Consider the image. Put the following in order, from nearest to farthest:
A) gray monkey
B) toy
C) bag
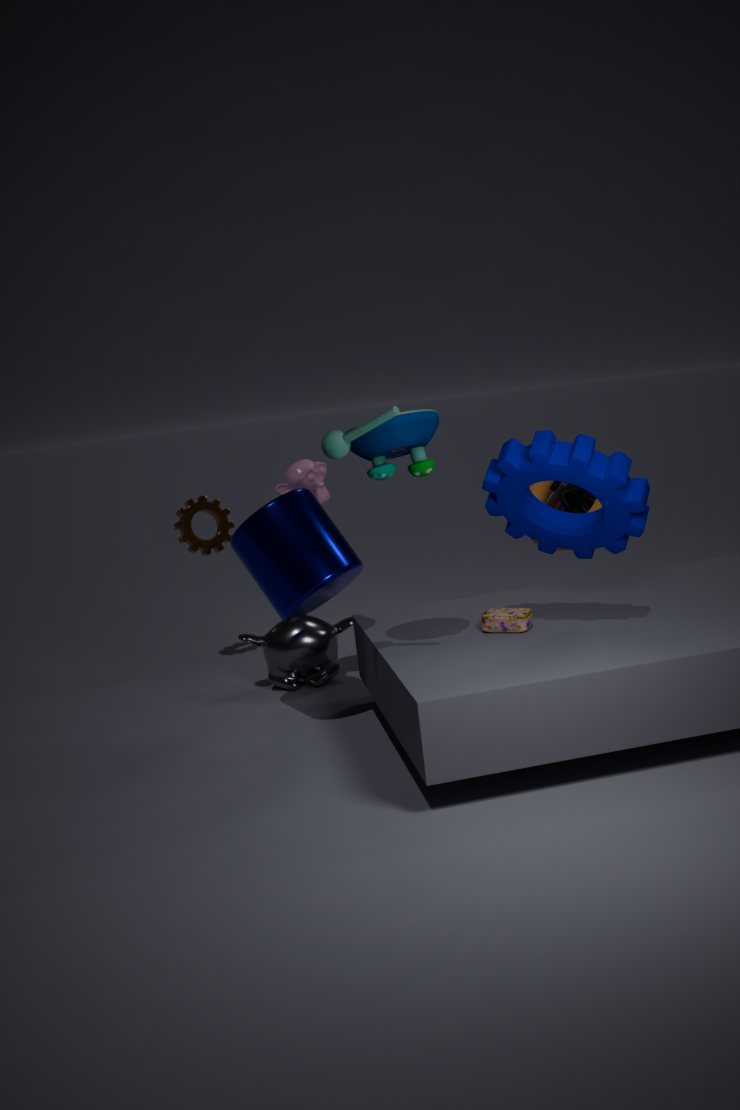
toy < bag < gray monkey
